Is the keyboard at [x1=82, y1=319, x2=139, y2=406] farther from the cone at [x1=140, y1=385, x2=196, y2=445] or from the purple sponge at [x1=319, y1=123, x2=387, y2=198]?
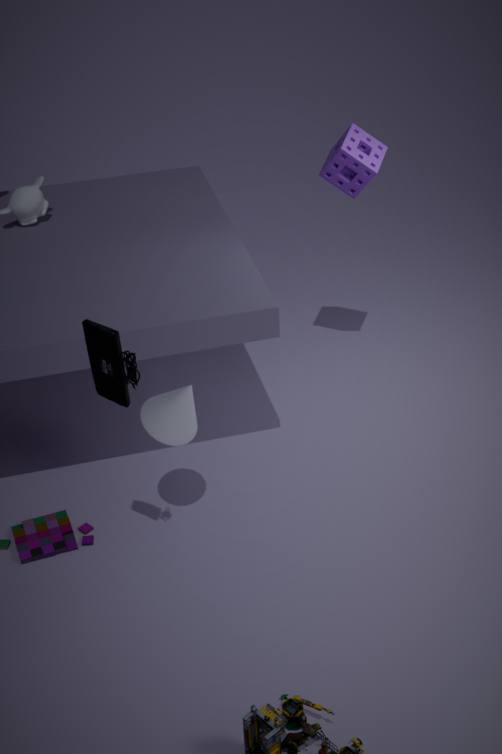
the purple sponge at [x1=319, y1=123, x2=387, y2=198]
